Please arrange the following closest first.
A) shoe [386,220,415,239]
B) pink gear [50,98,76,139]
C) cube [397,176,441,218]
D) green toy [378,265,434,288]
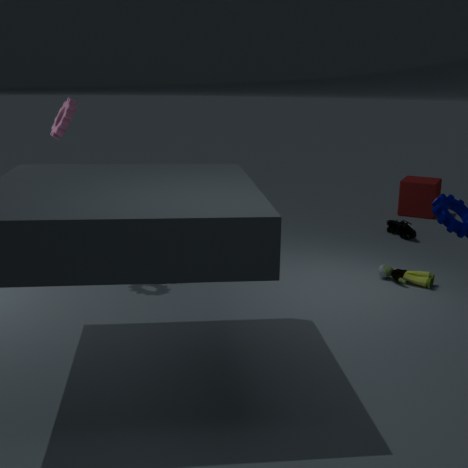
1. pink gear [50,98,76,139]
2. green toy [378,265,434,288]
3. shoe [386,220,415,239]
4. cube [397,176,441,218]
